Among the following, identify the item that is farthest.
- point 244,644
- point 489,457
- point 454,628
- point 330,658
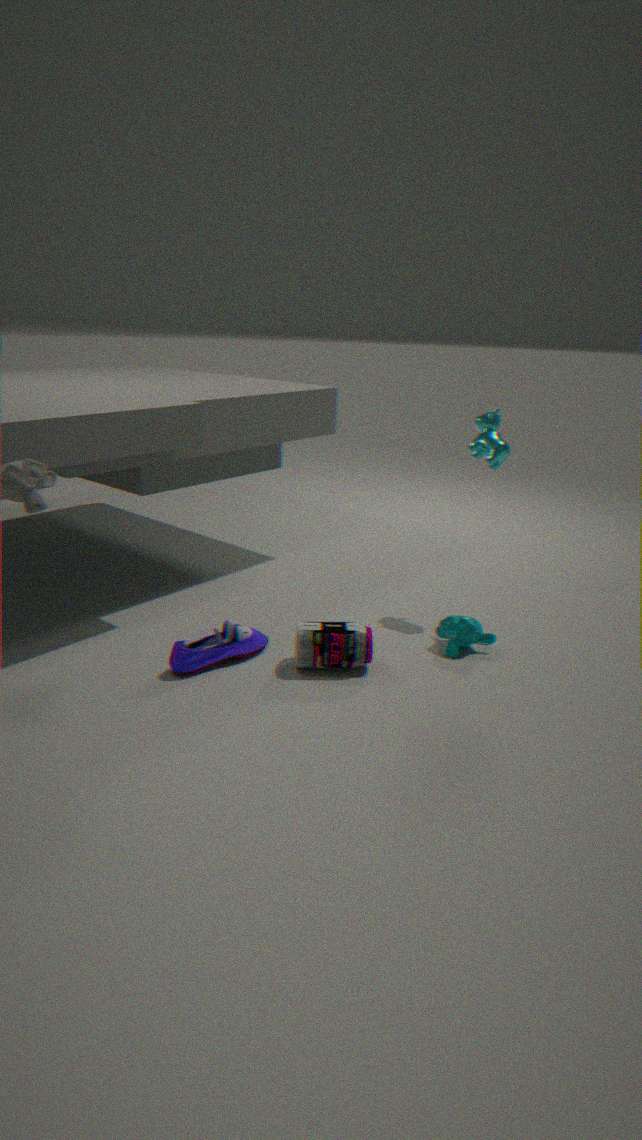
point 489,457
